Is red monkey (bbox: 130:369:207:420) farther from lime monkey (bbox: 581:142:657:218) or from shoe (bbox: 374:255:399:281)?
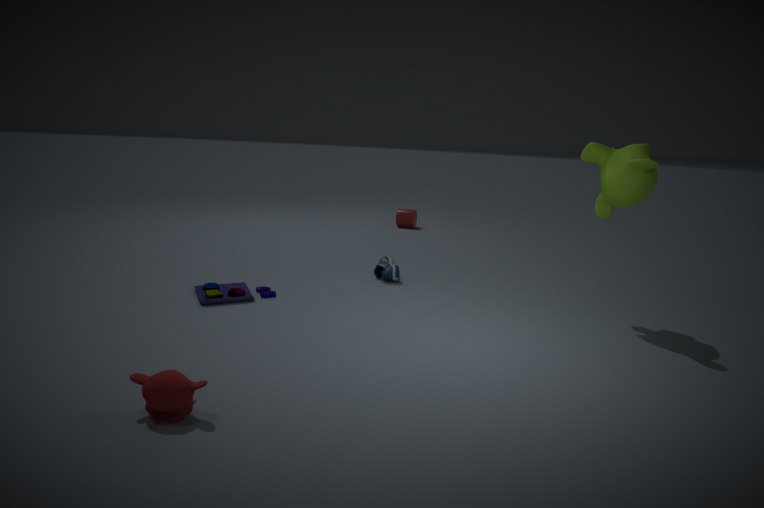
lime monkey (bbox: 581:142:657:218)
